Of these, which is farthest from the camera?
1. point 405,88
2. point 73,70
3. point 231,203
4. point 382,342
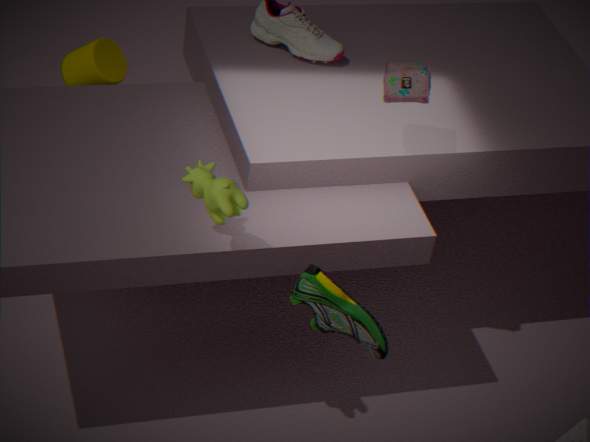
point 73,70
